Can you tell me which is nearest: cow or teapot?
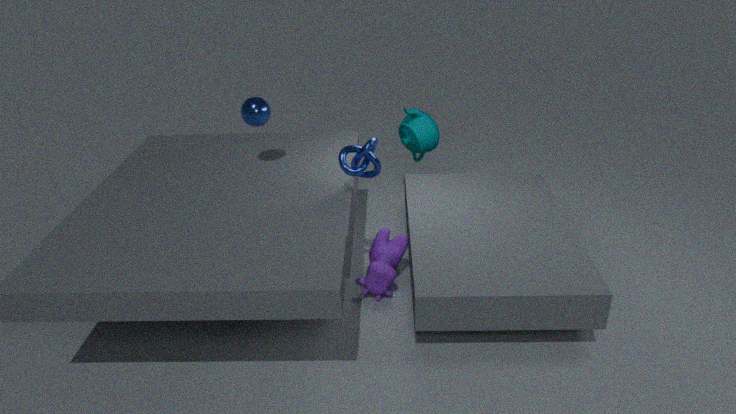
cow
